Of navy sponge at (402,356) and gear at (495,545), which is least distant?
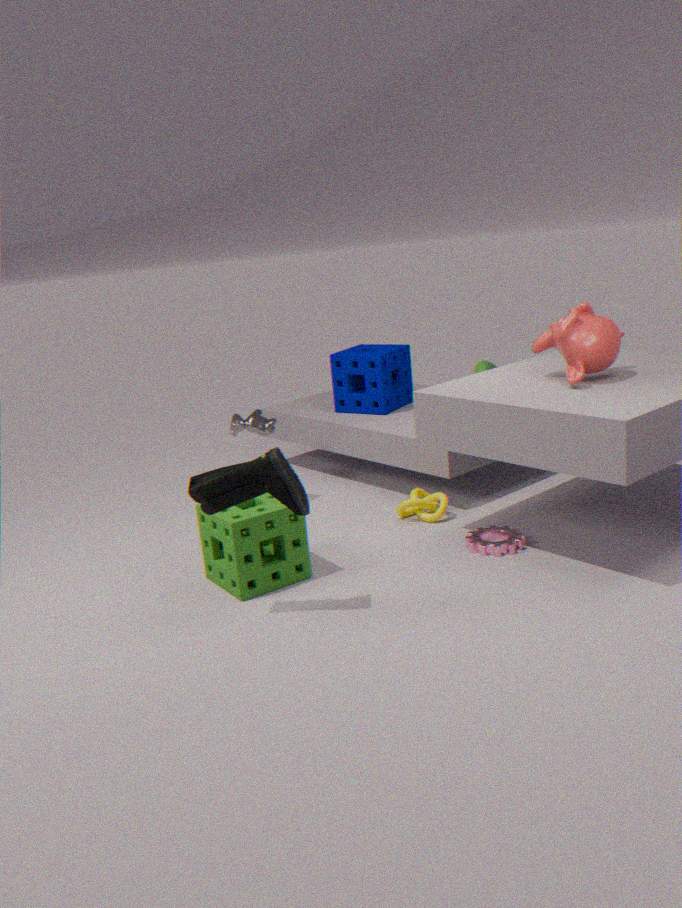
gear at (495,545)
